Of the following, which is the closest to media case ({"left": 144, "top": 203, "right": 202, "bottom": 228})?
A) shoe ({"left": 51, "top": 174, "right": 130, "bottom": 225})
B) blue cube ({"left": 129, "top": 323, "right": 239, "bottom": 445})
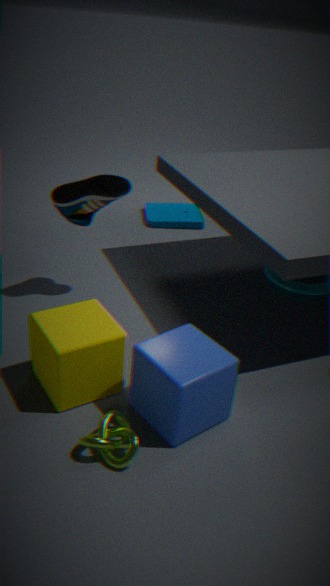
shoe ({"left": 51, "top": 174, "right": 130, "bottom": 225})
